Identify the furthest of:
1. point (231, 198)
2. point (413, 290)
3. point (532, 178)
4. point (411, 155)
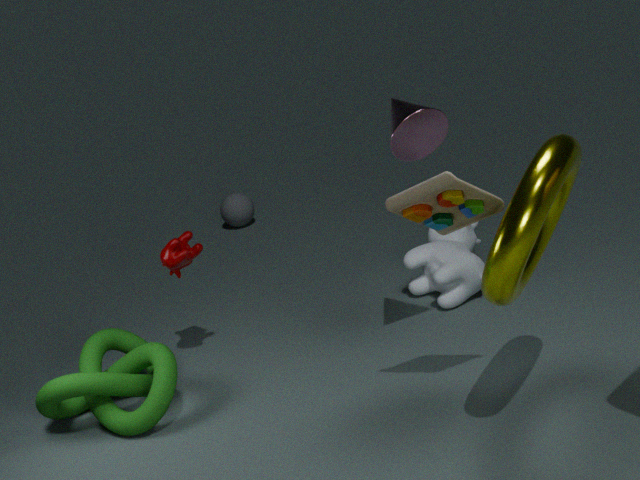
point (231, 198)
